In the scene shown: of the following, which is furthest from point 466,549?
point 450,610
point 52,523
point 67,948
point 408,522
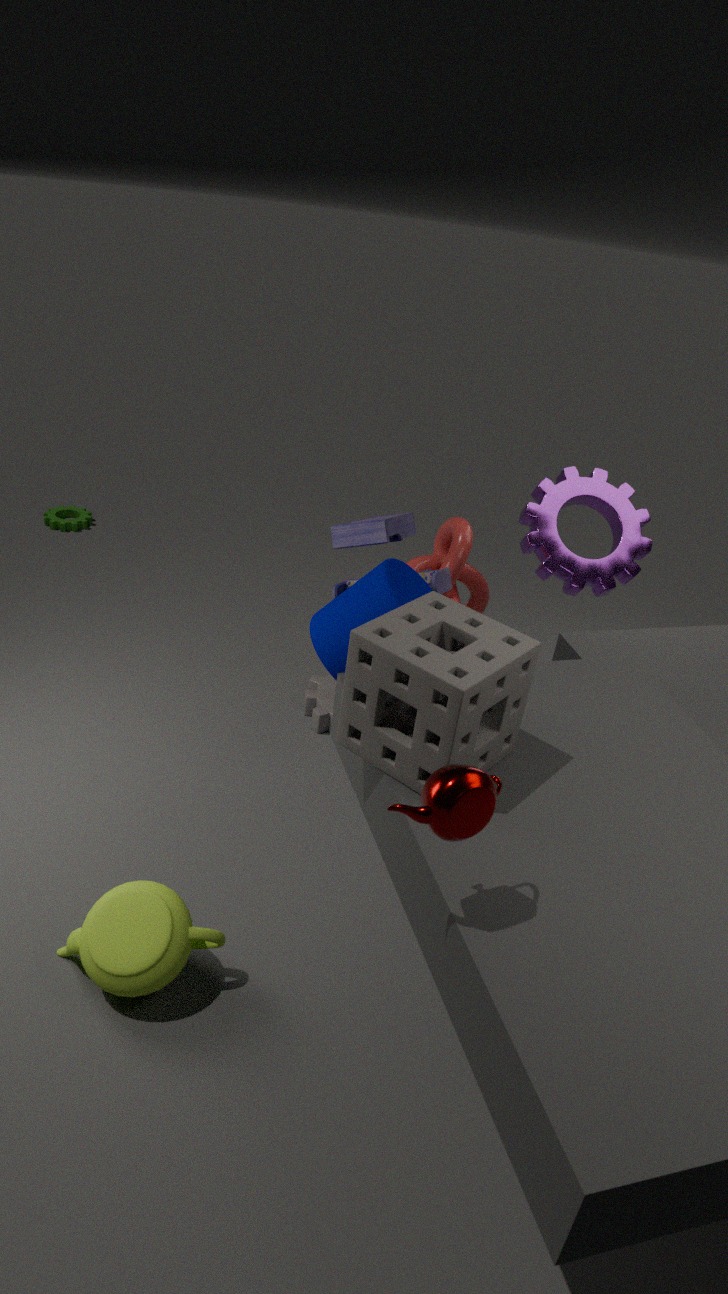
point 52,523
